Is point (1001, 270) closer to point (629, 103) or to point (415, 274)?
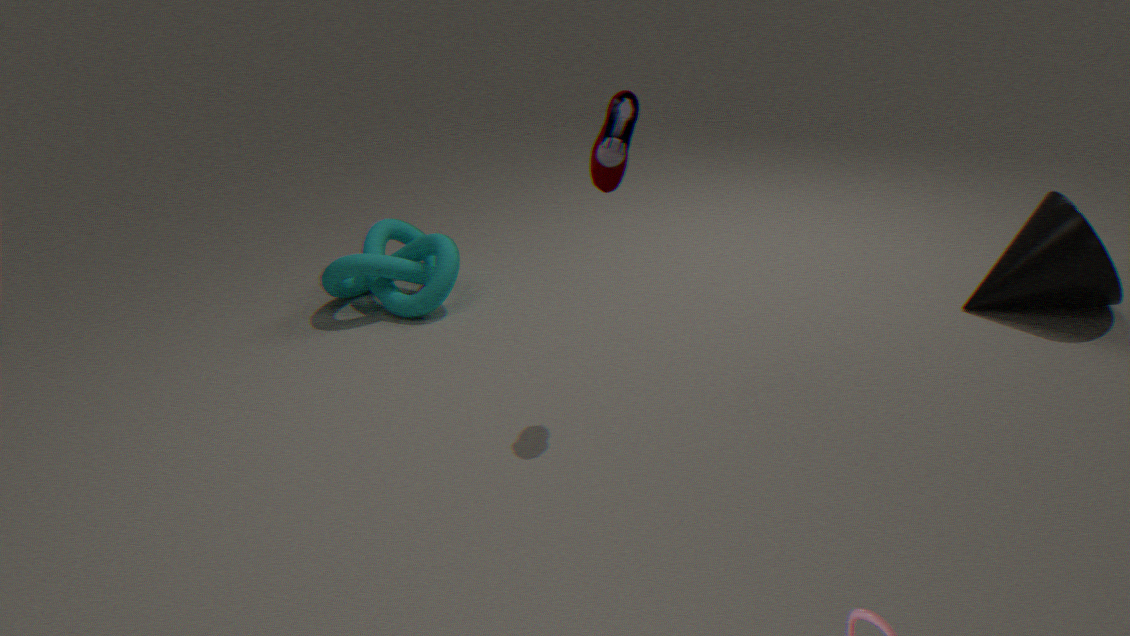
point (629, 103)
